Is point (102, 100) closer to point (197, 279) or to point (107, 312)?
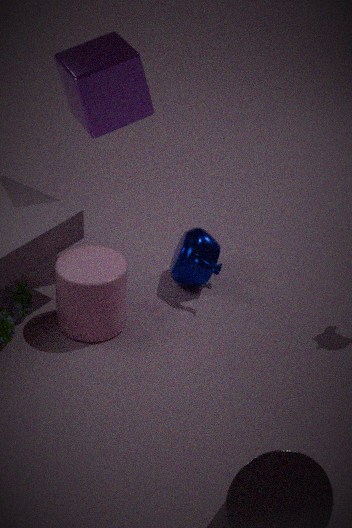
point (197, 279)
